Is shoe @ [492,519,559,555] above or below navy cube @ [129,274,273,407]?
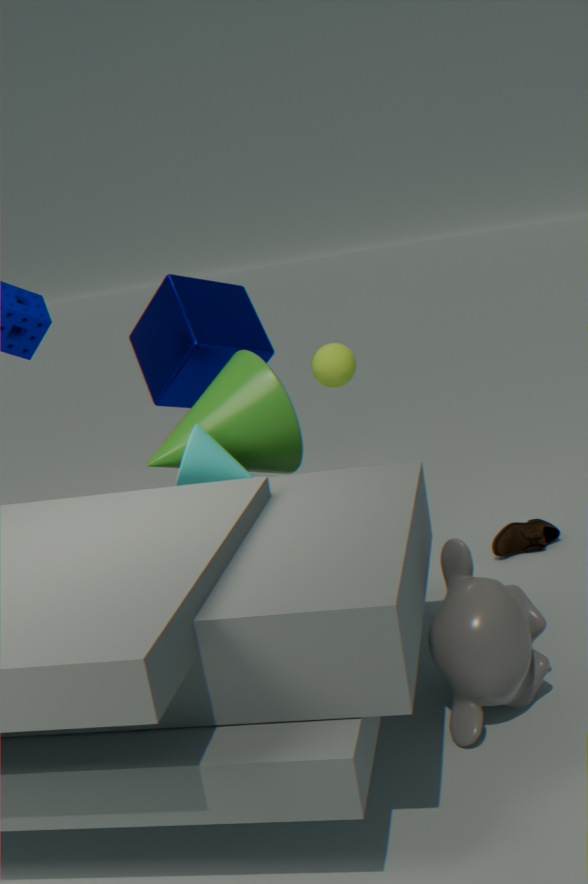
below
